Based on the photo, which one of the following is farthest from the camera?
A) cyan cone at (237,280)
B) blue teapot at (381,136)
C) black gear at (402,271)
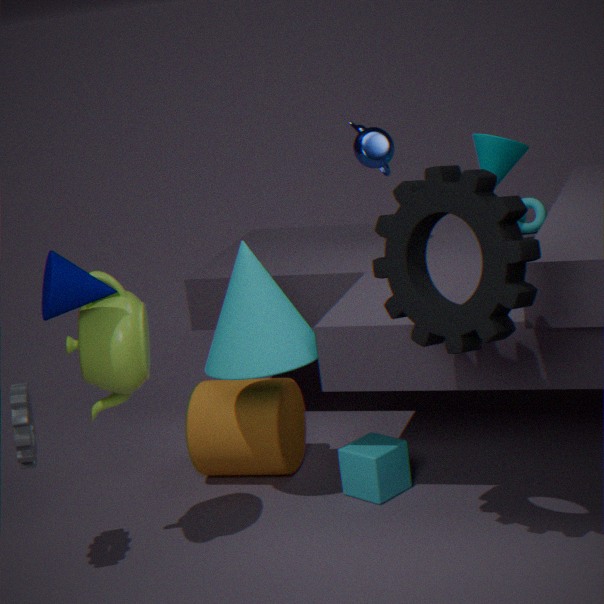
blue teapot at (381,136)
